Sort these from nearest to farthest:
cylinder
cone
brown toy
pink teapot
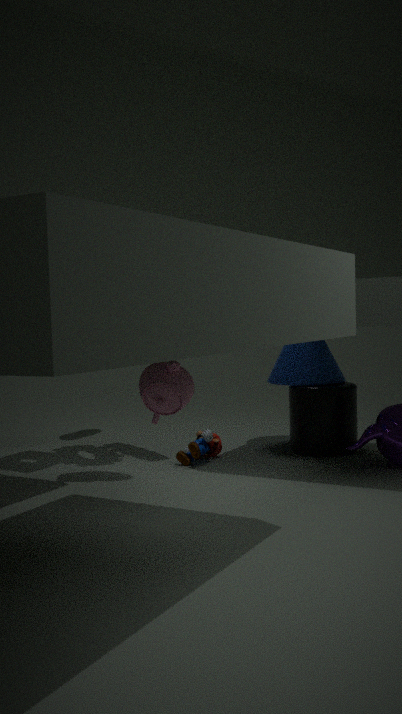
pink teapot, brown toy, cylinder, cone
